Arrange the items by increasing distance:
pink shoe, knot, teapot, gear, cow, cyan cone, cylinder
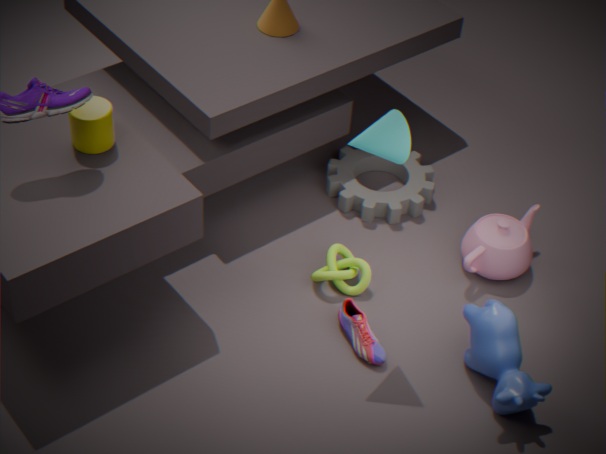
1. cyan cone
2. cow
3. cylinder
4. pink shoe
5. knot
6. teapot
7. gear
